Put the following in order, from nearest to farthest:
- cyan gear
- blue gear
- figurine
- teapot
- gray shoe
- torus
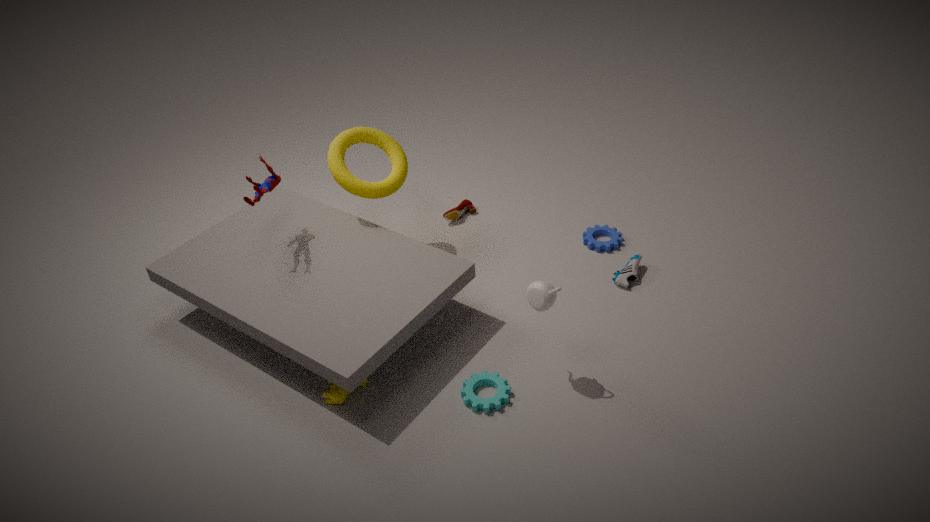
teapot, cyan gear, figurine, gray shoe, torus, blue gear
